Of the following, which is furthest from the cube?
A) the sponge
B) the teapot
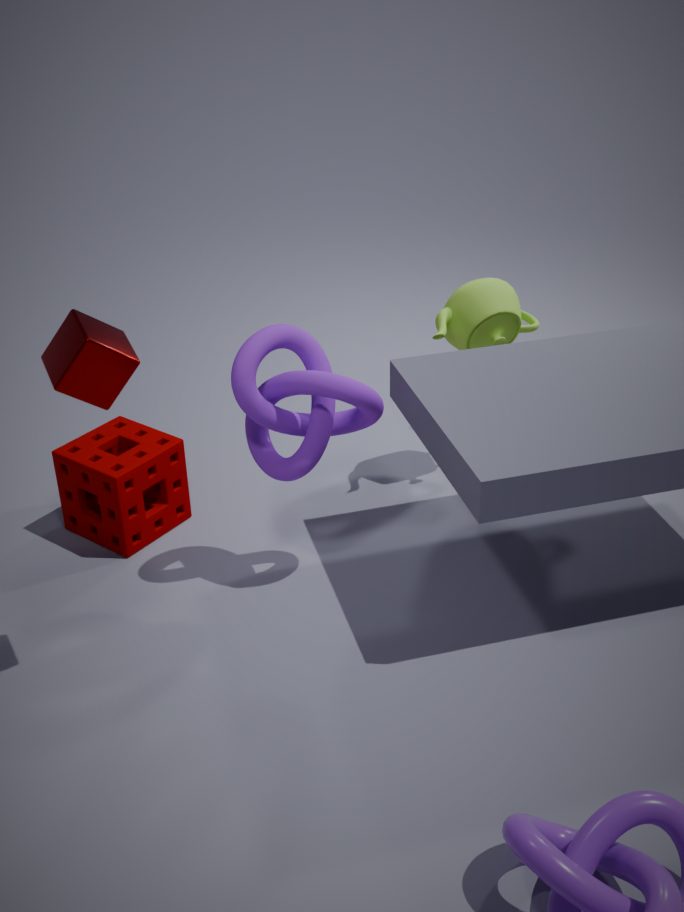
the teapot
